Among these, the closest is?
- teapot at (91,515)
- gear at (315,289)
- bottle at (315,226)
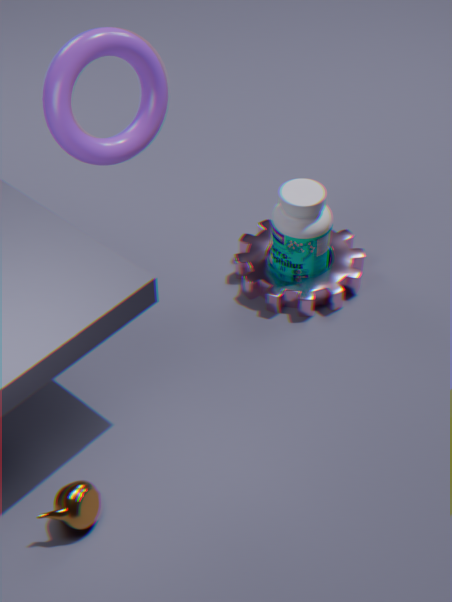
teapot at (91,515)
